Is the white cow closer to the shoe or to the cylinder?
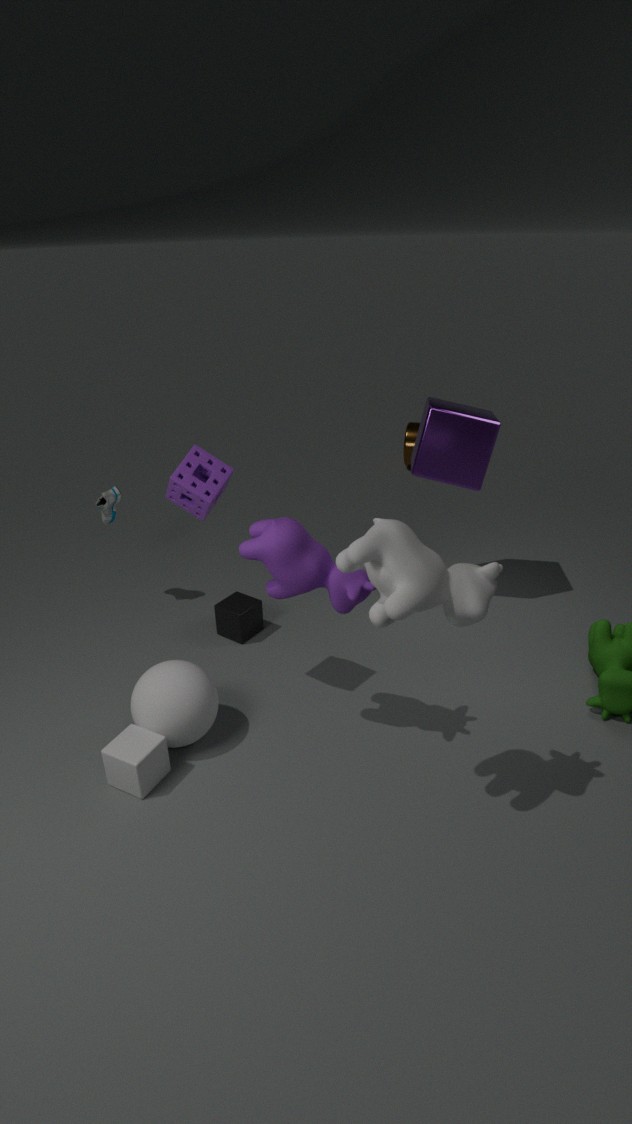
the shoe
